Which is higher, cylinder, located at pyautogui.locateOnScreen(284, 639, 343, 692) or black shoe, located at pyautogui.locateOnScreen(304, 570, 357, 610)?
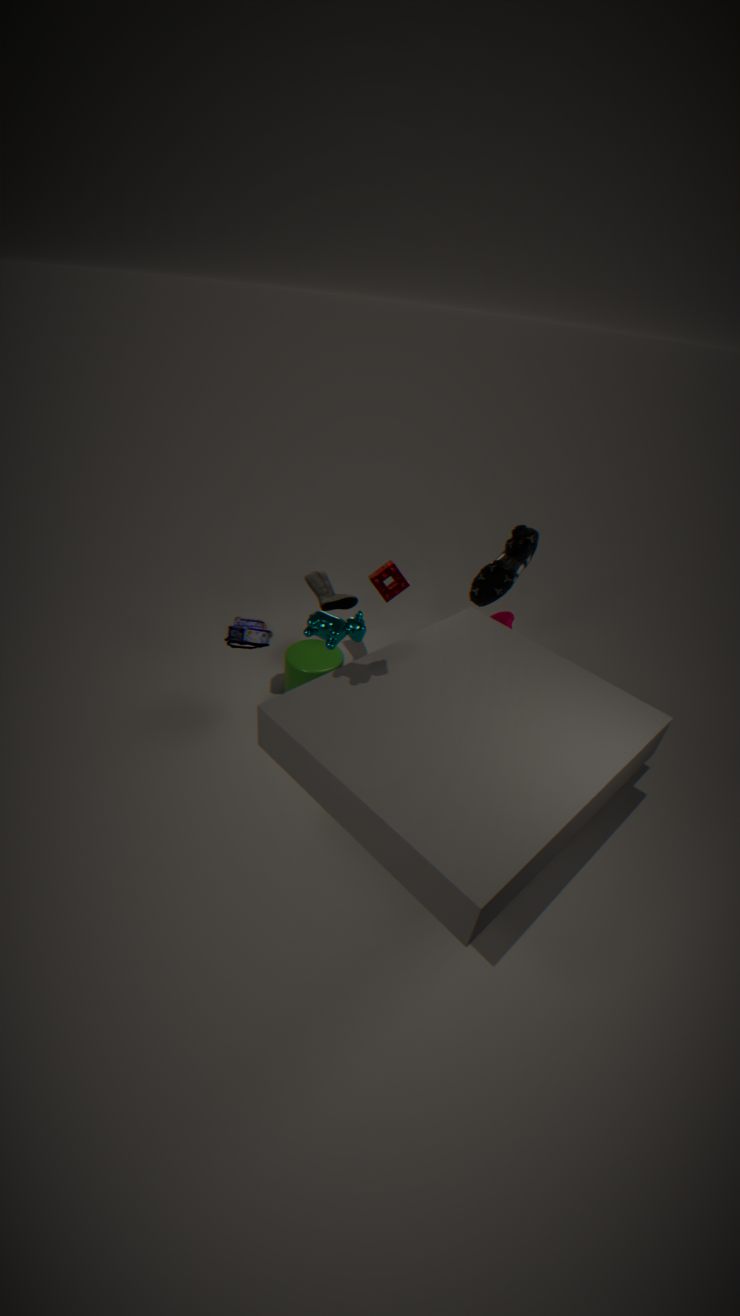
black shoe, located at pyautogui.locateOnScreen(304, 570, 357, 610)
